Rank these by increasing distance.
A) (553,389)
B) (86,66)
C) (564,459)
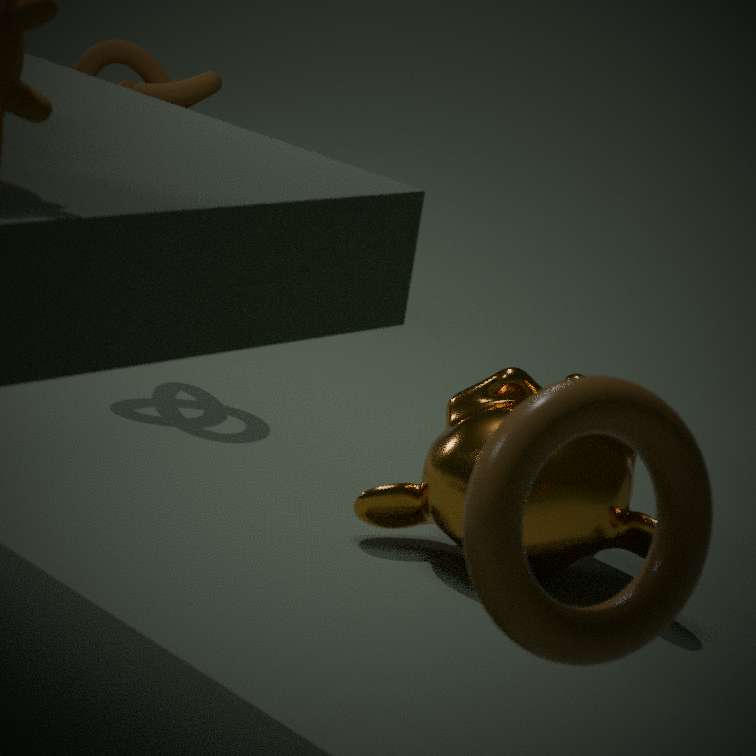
(553,389) → (564,459) → (86,66)
